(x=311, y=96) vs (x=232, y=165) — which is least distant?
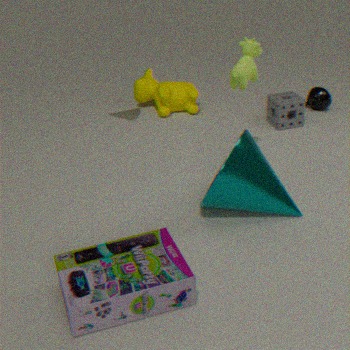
(x=232, y=165)
